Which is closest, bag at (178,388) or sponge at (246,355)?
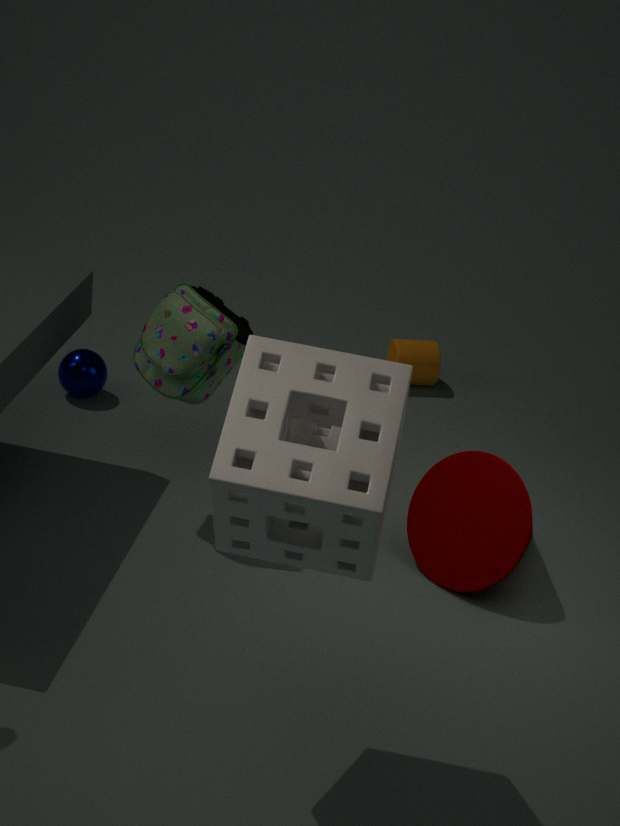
sponge at (246,355)
